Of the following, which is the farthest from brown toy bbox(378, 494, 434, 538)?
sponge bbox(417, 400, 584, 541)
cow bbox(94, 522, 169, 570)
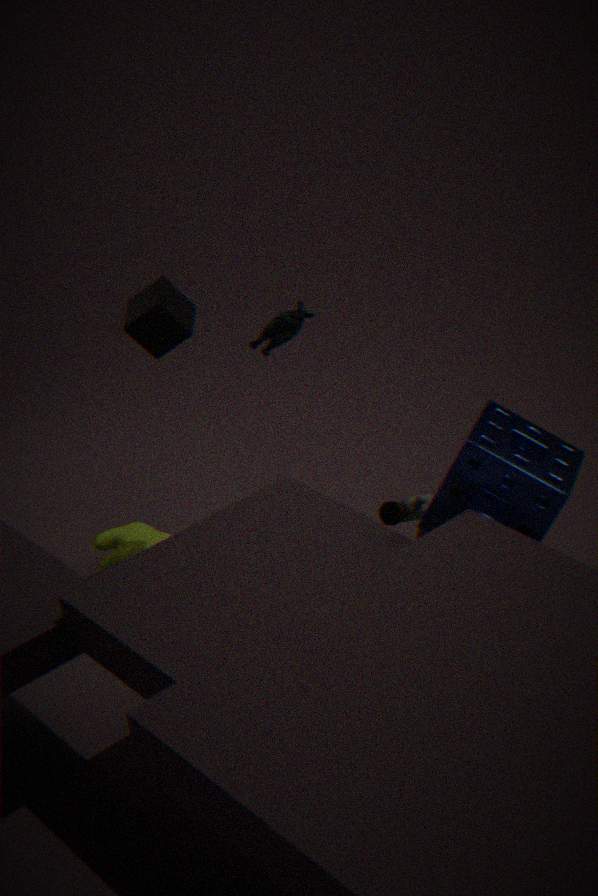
cow bbox(94, 522, 169, 570)
